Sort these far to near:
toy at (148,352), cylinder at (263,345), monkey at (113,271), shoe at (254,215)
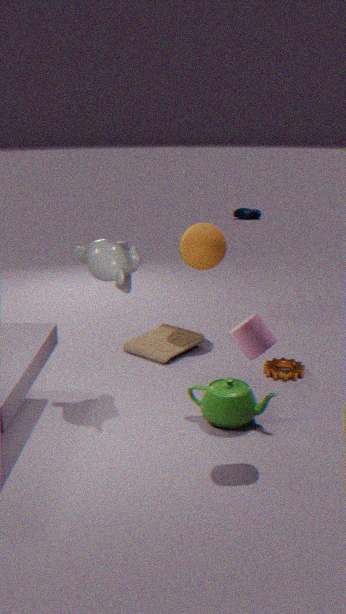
1. shoe at (254,215)
2. toy at (148,352)
3. monkey at (113,271)
4. cylinder at (263,345)
